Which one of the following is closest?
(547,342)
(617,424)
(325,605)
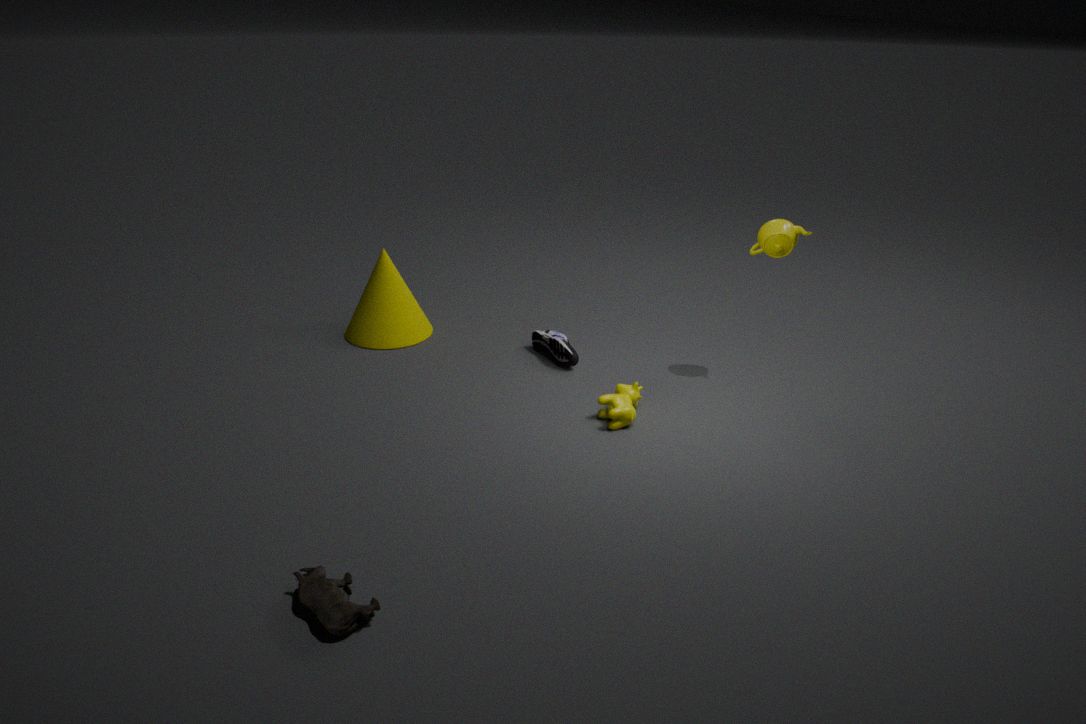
(325,605)
